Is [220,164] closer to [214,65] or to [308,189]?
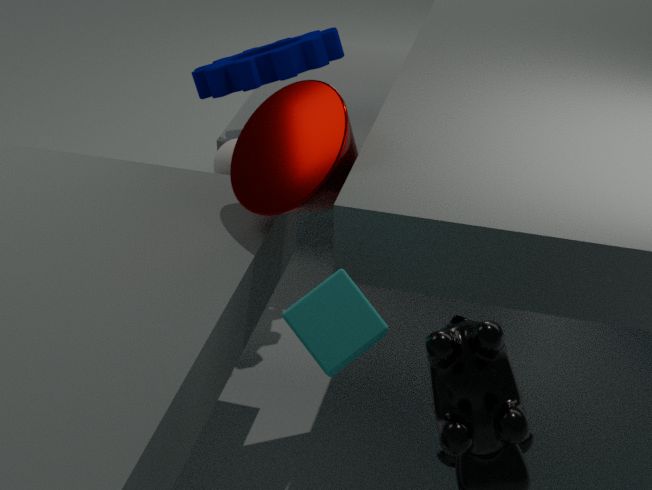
[308,189]
